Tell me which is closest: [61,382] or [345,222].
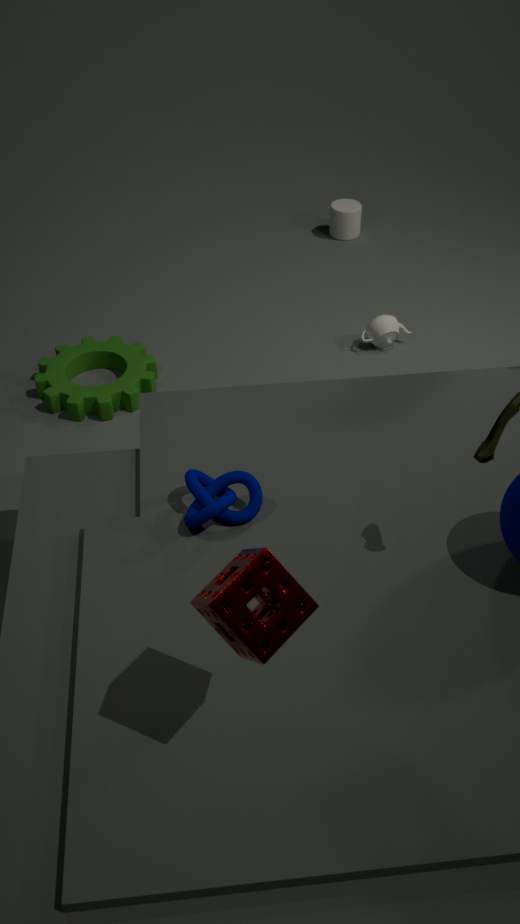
[61,382]
